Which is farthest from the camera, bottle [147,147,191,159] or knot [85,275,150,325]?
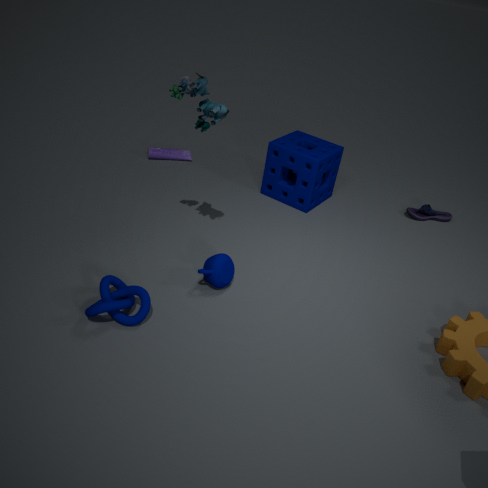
bottle [147,147,191,159]
